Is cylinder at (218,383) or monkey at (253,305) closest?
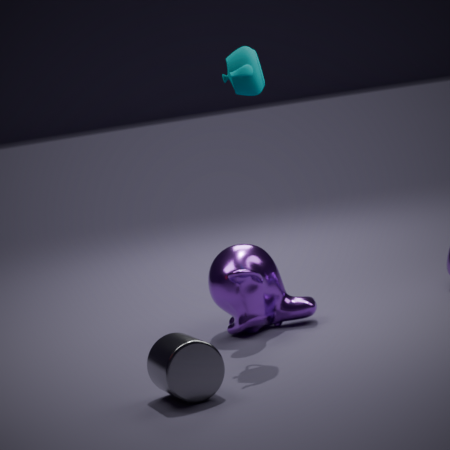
cylinder at (218,383)
